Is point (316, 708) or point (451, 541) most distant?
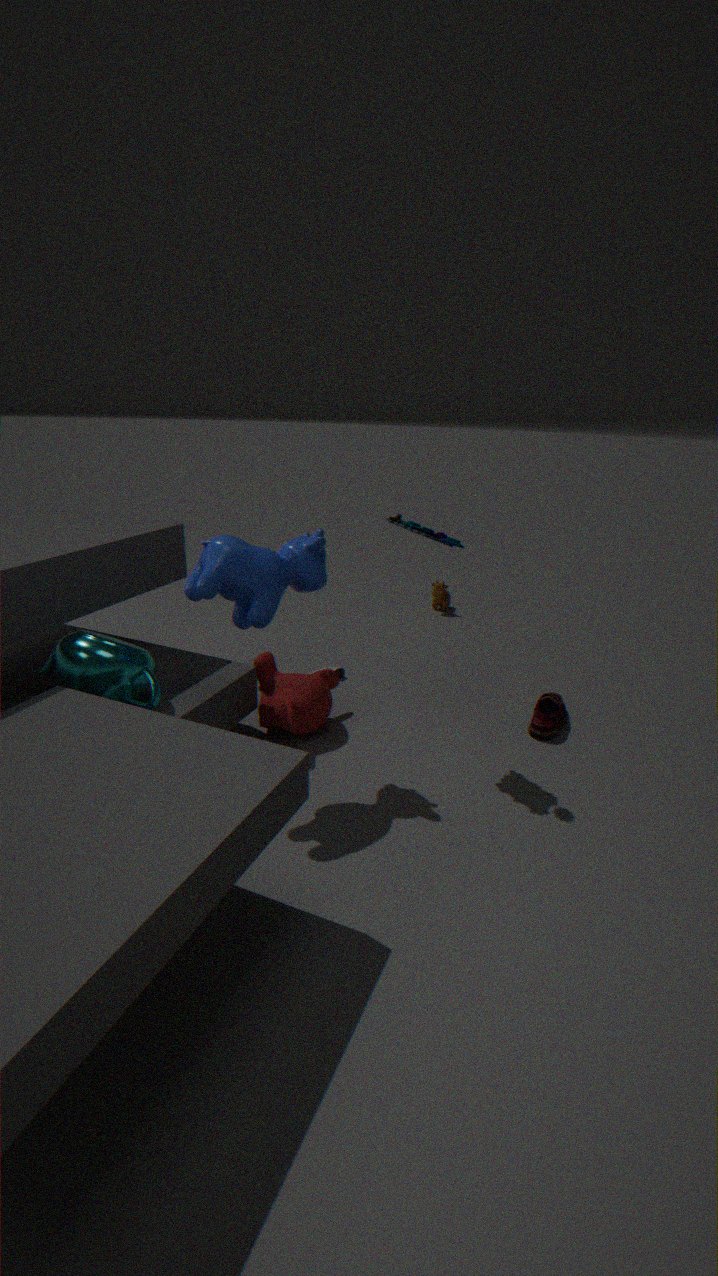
point (316, 708)
